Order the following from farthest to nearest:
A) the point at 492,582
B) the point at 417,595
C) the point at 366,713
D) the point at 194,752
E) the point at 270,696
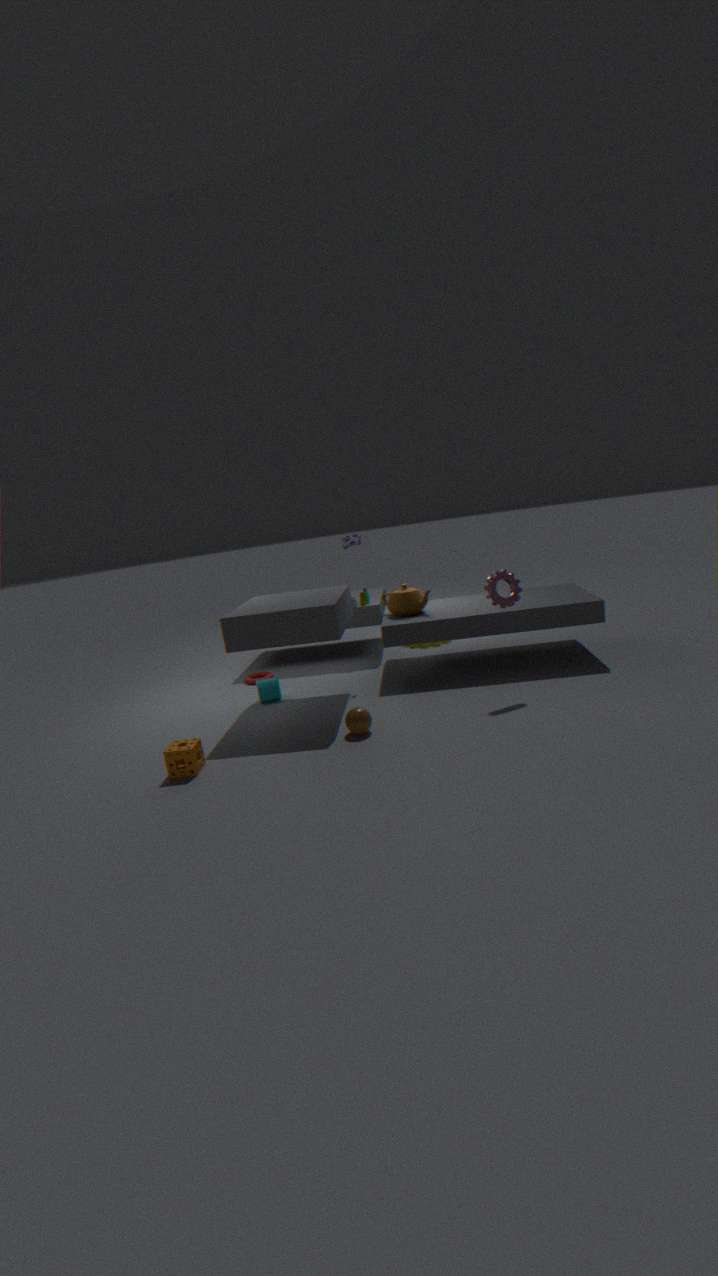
the point at 417,595, the point at 270,696, the point at 492,582, the point at 366,713, the point at 194,752
